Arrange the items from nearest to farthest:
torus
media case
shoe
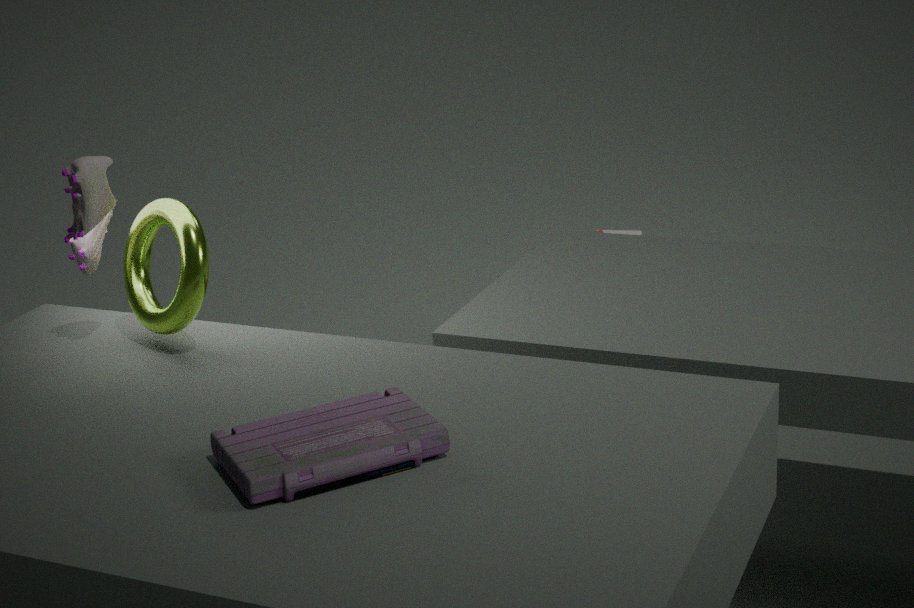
media case < shoe < torus
